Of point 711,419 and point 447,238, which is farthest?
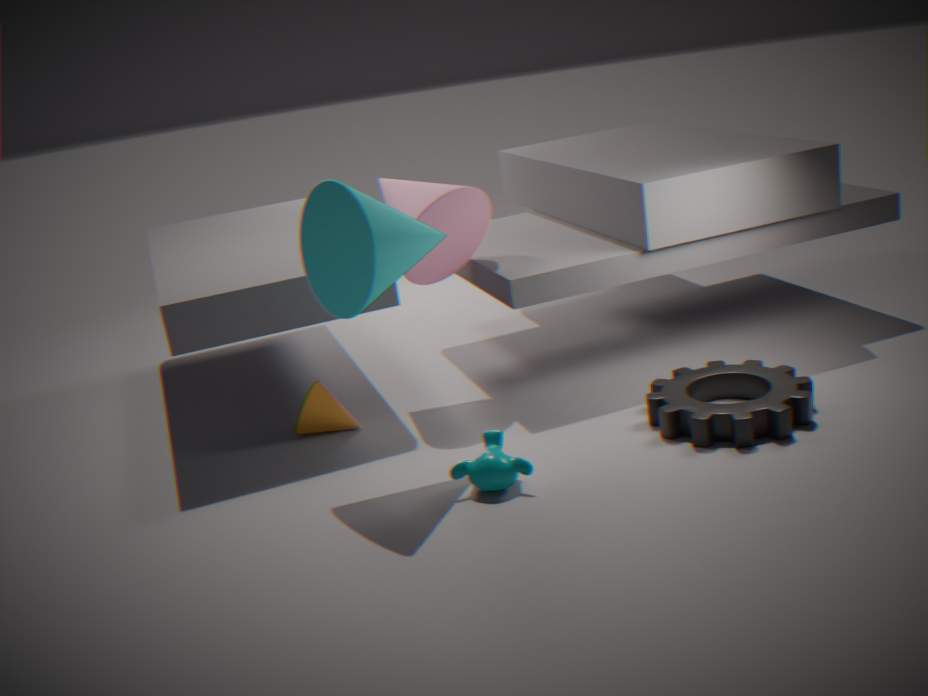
point 447,238
